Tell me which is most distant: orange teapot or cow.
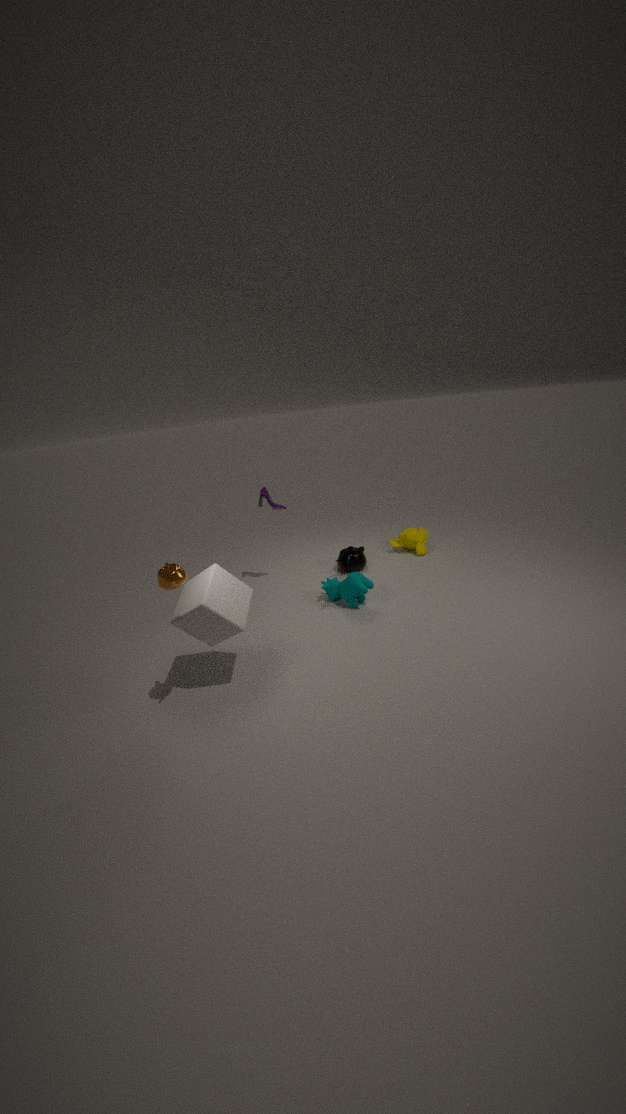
cow
